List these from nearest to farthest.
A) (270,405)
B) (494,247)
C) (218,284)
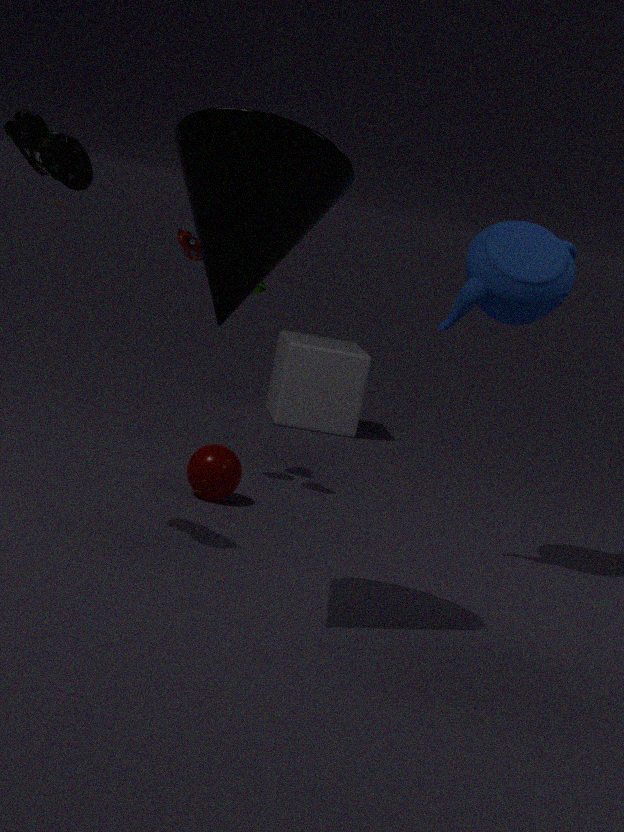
C. (218,284)
B. (494,247)
A. (270,405)
